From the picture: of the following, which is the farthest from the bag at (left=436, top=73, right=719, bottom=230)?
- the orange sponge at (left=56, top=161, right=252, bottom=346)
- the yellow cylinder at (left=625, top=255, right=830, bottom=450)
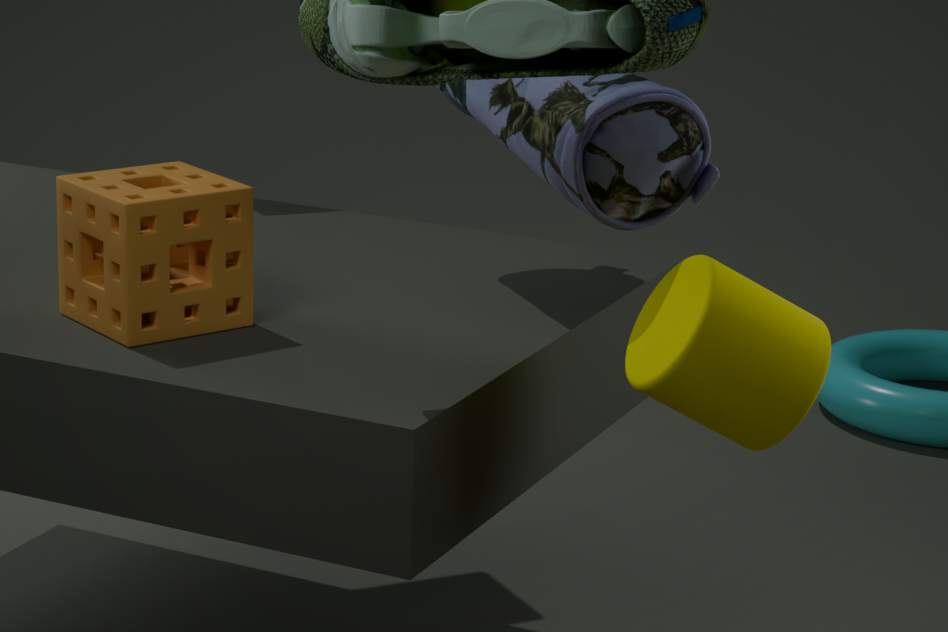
the orange sponge at (left=56, top=161, right=252, bottom=346)
